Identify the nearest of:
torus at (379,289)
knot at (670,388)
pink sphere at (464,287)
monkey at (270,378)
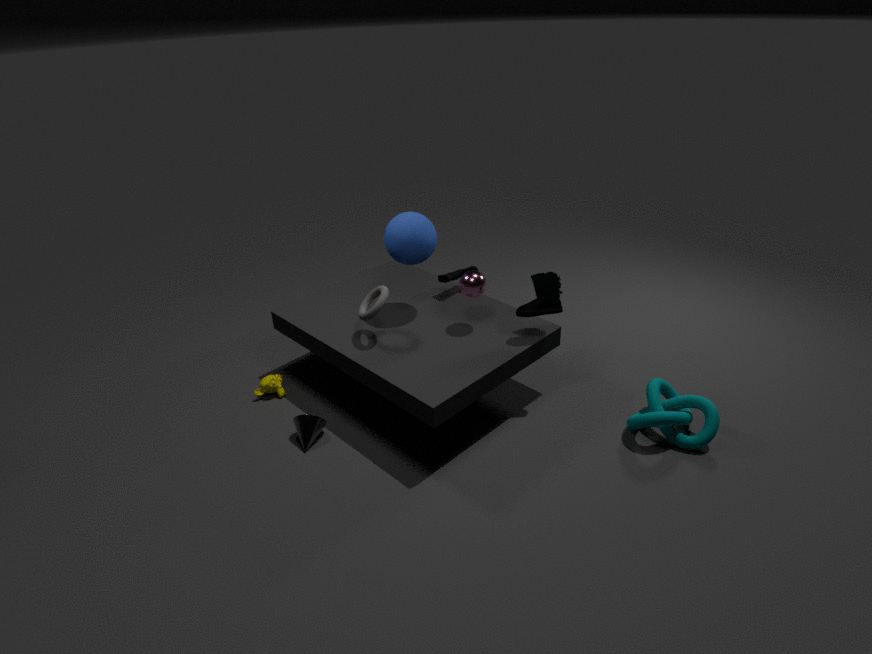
knot at (670,388)
